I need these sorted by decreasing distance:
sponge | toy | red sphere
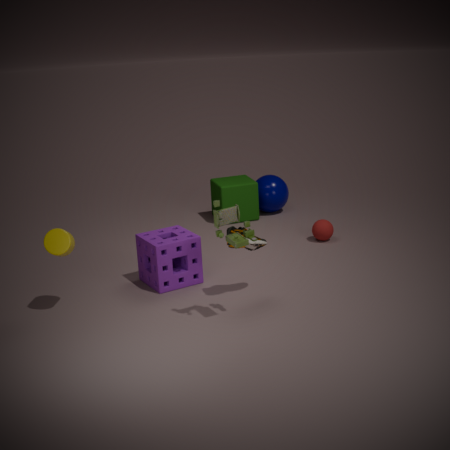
red sphere → sponge → toy
